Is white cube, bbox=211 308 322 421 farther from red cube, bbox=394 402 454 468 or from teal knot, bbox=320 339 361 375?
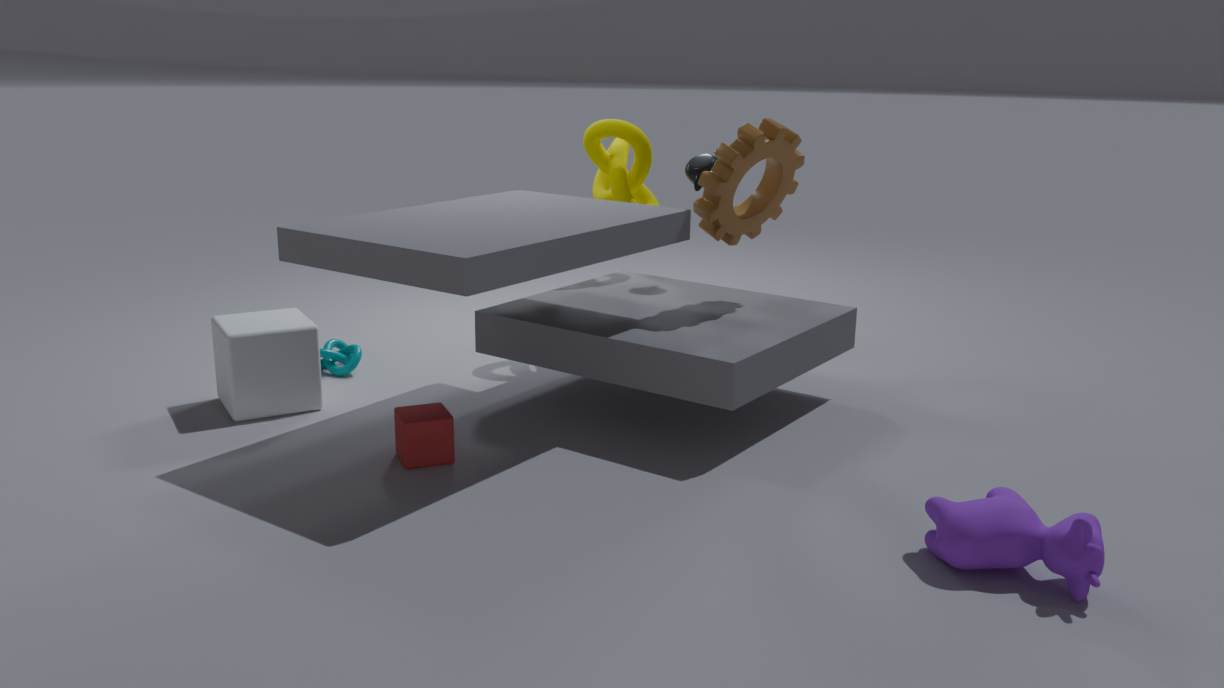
red cube, bbox=394 402 454 468
